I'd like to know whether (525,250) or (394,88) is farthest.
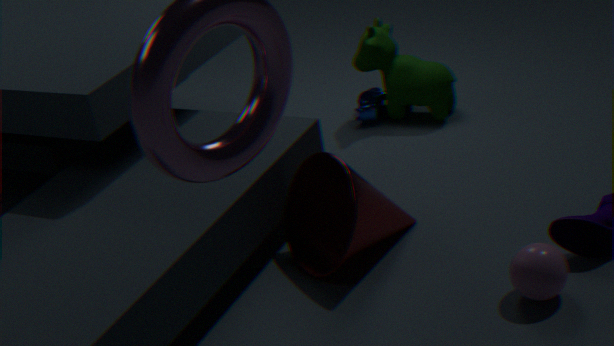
(394,88)
